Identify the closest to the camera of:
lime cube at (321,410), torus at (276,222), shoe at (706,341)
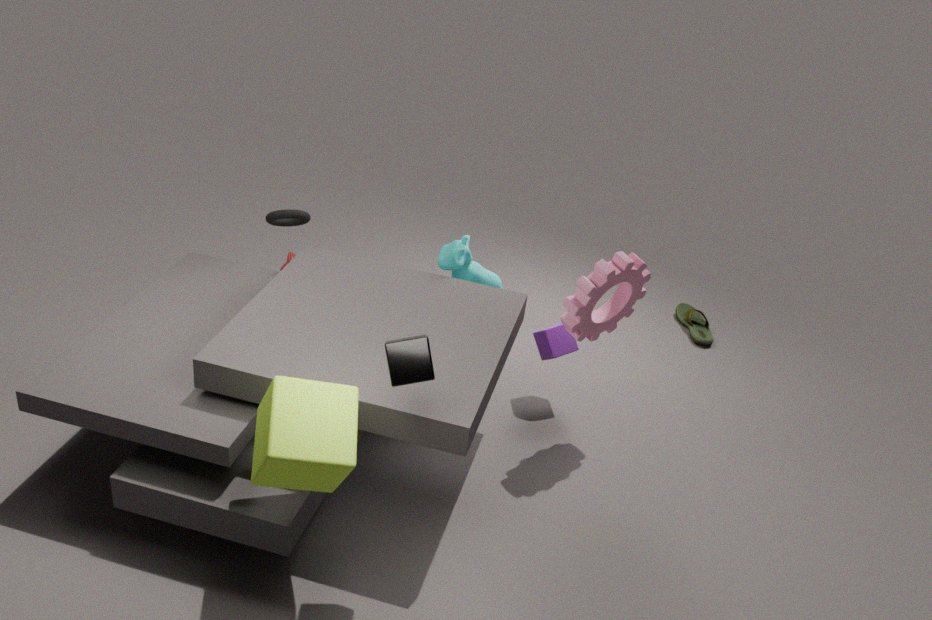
lime cube at (321,410)
